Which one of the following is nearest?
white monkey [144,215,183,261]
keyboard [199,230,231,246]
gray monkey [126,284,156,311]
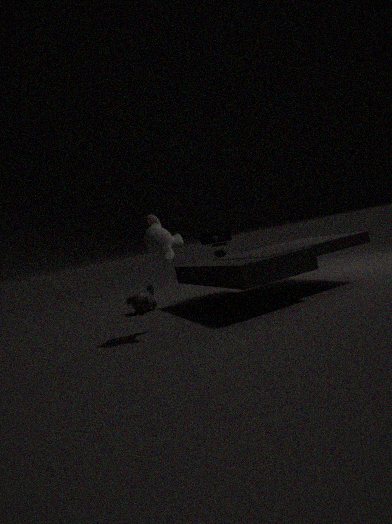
white monkey [144,215,183,261]
